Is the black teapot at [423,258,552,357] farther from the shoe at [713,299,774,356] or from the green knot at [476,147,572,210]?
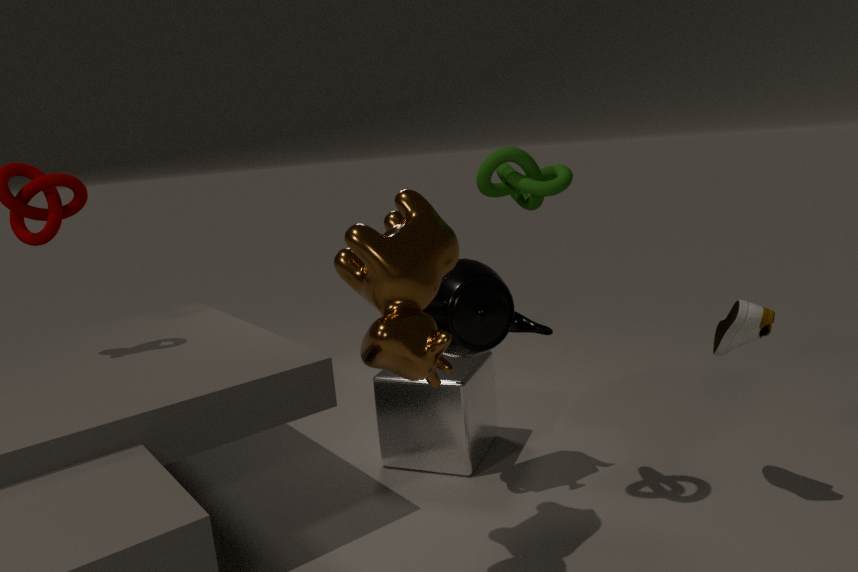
the shoe at [713,299,774,356]
